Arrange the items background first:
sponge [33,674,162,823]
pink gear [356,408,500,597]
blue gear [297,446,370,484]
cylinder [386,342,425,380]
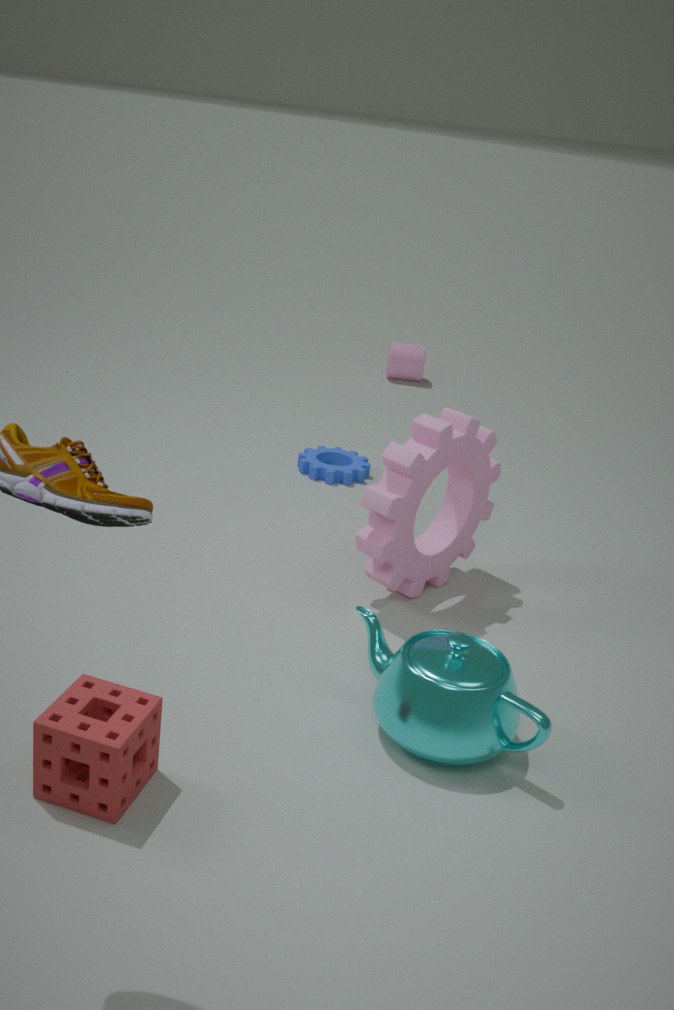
cylinder [386,342,425,380] < blue gear [297,446,370,484] < pink gear [356,408,500,597] < sponge [33,674,162,823]
